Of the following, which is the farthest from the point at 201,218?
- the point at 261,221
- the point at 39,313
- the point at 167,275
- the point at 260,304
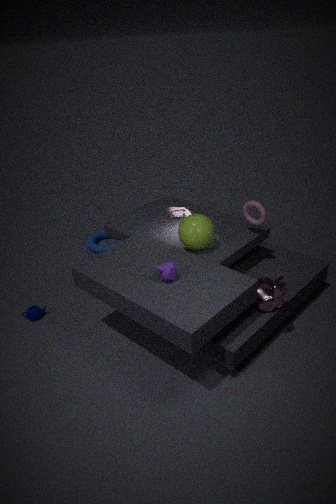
the point at 39,313
